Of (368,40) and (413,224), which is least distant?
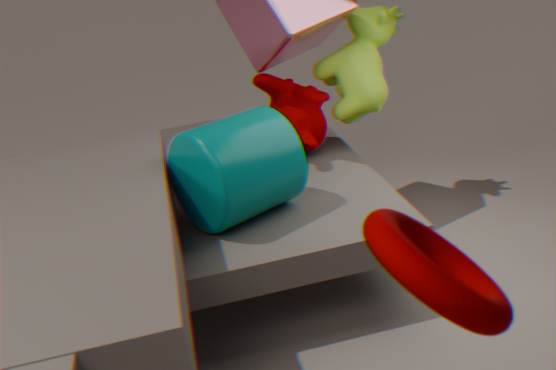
(413,224)
